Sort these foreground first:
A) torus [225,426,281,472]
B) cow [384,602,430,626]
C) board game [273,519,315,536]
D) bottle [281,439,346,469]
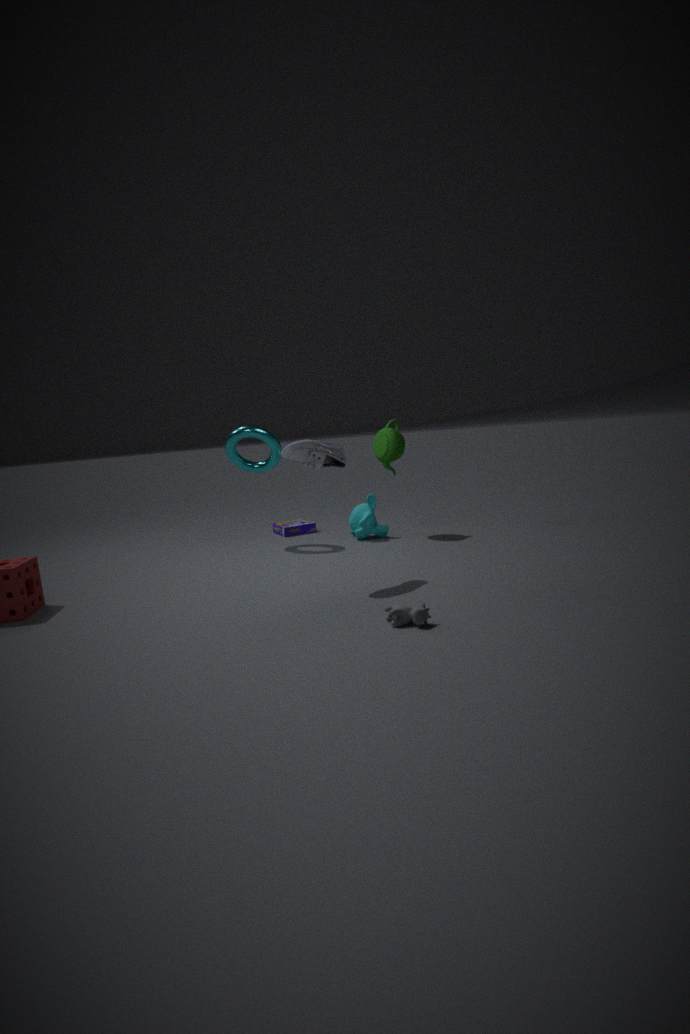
cow [384,602,430,626], bottle [281,439,346,469], torus [225,426,281,472], board game [273,519,315,536]
